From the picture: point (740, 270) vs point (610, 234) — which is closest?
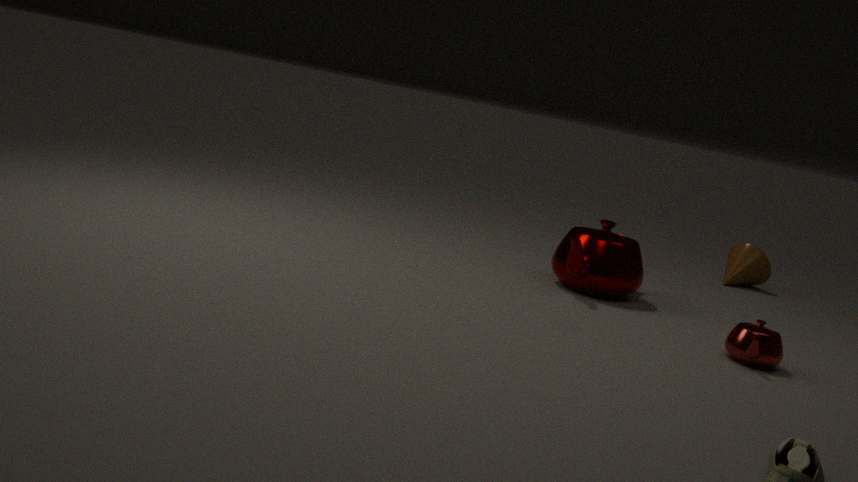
point (610, 234)
